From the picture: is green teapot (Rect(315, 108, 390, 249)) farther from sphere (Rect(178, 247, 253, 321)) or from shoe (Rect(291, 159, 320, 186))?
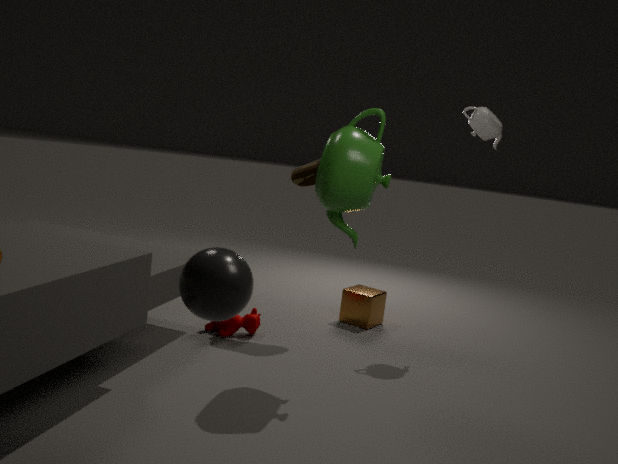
sphere (Rect(178, 247, 253, 321))
